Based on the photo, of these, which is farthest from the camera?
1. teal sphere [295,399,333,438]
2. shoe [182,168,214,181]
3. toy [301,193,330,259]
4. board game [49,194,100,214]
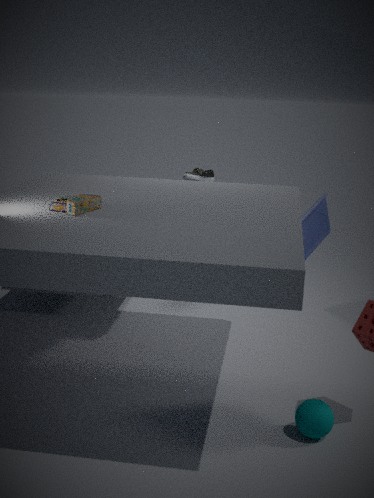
shoe [182,168,214,181]
